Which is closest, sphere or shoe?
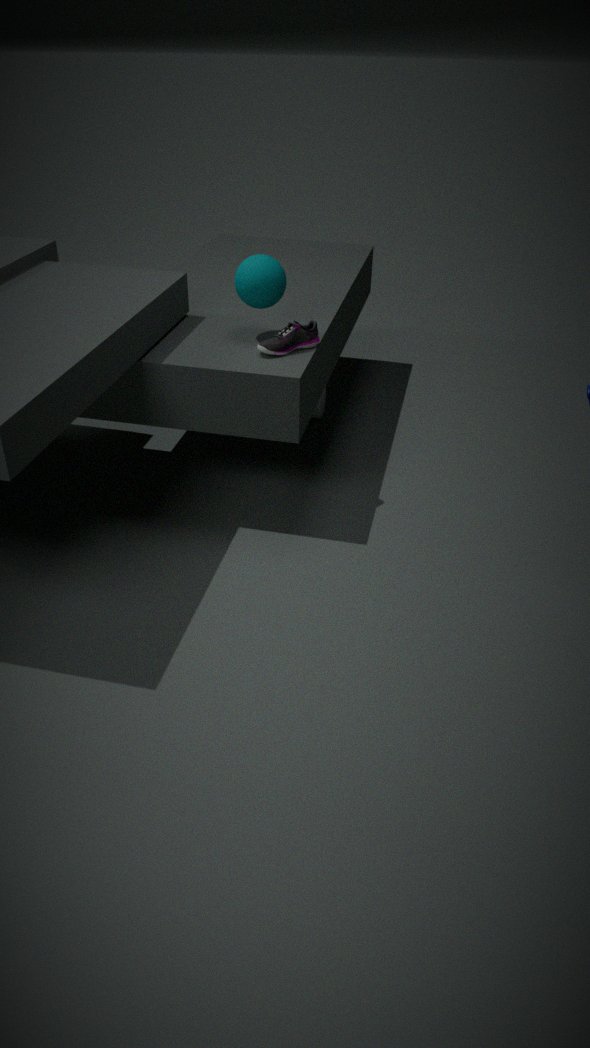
sphere
